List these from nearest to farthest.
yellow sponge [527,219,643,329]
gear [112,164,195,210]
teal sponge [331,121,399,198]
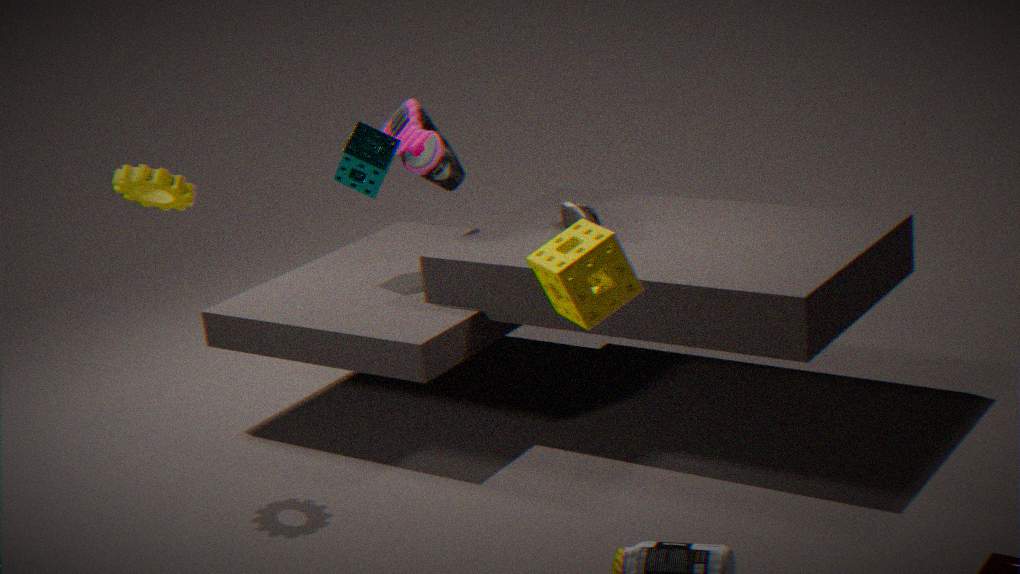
yellow sponge [527,219,643,329], gear [112,164,195,210], teal sponge [331,121,399,198]
